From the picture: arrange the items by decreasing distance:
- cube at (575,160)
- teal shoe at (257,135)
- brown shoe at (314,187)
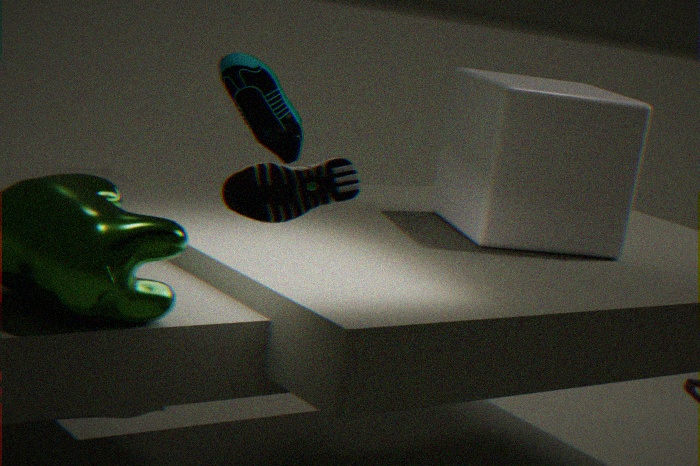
teal shoe at (257,135) → cube at (575,160) → brown shoe at (314,187)
